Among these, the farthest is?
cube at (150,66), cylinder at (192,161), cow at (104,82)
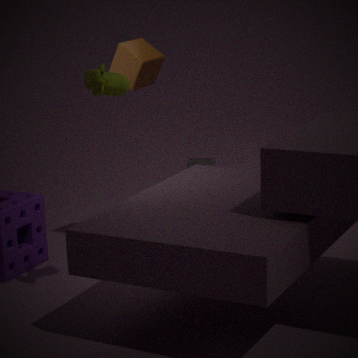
cylinder at (192,161)
